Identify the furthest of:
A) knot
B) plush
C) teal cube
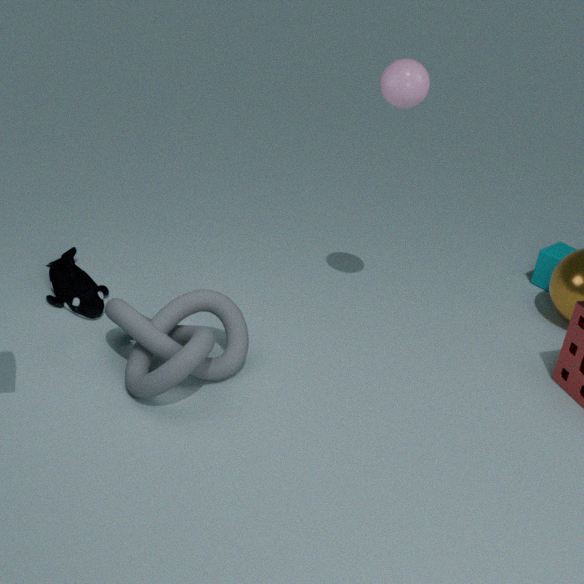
teal cube
